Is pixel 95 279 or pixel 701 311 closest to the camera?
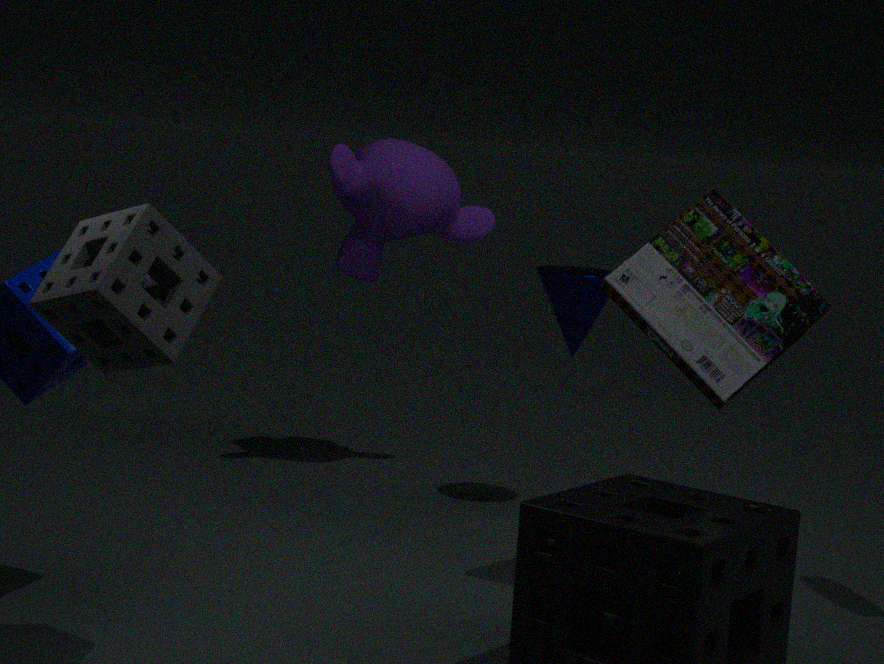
pixel 95 279
